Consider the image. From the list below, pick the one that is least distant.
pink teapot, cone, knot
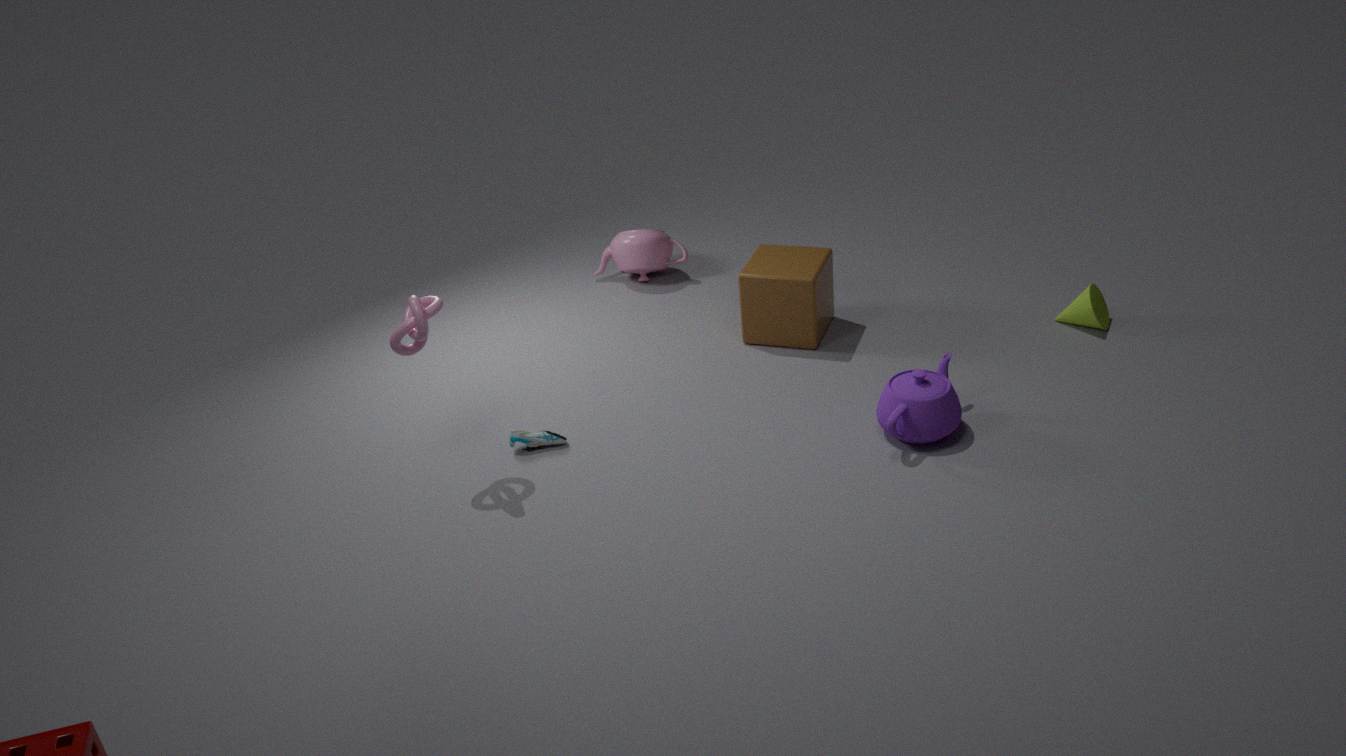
knot
